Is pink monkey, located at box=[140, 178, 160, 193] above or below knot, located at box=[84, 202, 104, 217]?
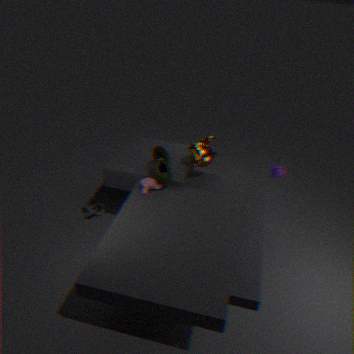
above
